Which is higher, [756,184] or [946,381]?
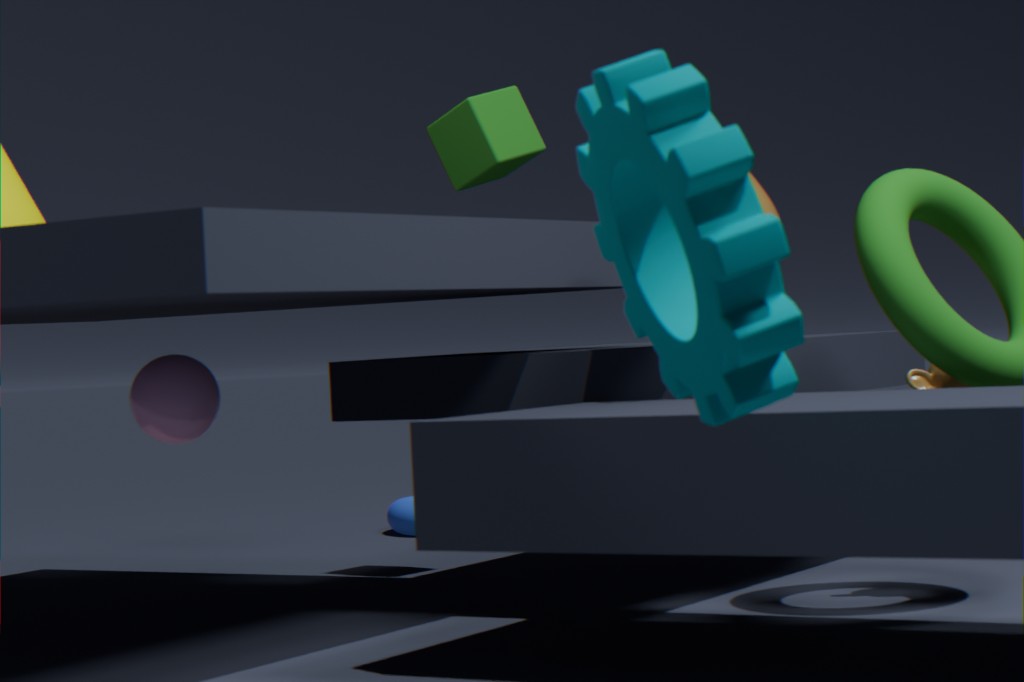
[756,184]
